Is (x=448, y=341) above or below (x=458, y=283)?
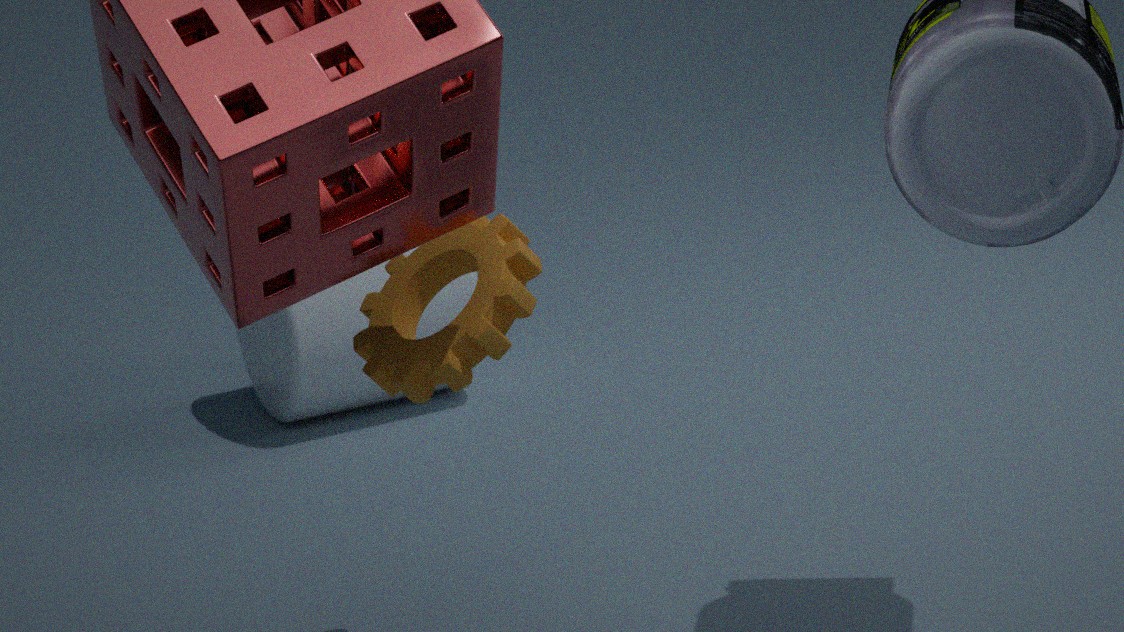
above
